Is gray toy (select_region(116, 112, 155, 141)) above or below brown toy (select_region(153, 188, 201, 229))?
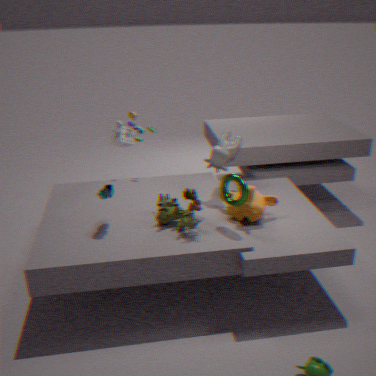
above
